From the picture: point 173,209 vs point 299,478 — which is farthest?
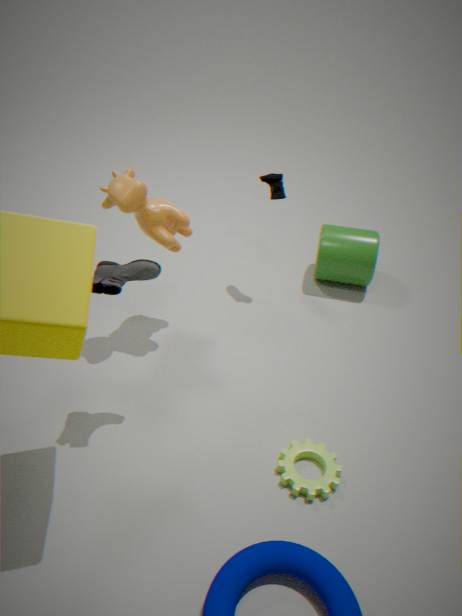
point 173,209
